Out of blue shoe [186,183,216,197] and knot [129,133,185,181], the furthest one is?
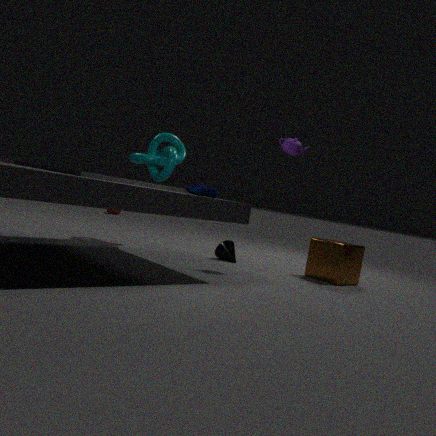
knot [129,133,185,181]
